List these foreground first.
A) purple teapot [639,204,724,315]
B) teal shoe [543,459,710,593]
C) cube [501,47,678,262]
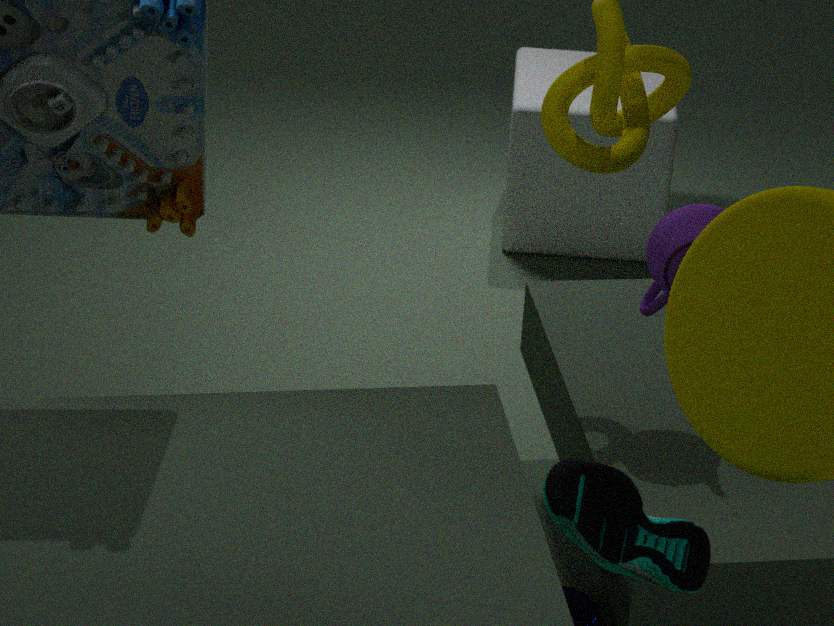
teal shoe [543,459,710,593], purple teapot [639,204,724,315], cube [501,47,678,262]
